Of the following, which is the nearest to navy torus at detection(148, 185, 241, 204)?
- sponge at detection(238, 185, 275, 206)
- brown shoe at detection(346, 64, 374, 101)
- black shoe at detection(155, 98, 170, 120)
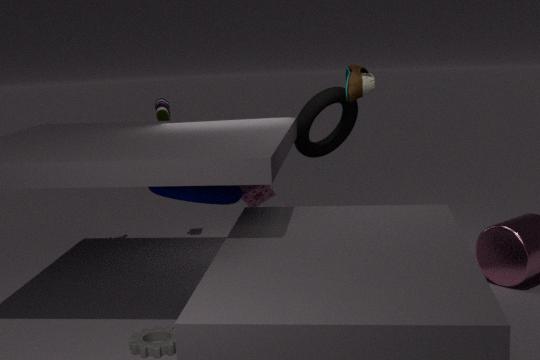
sponge at detection(238, 185, 275, 206)
